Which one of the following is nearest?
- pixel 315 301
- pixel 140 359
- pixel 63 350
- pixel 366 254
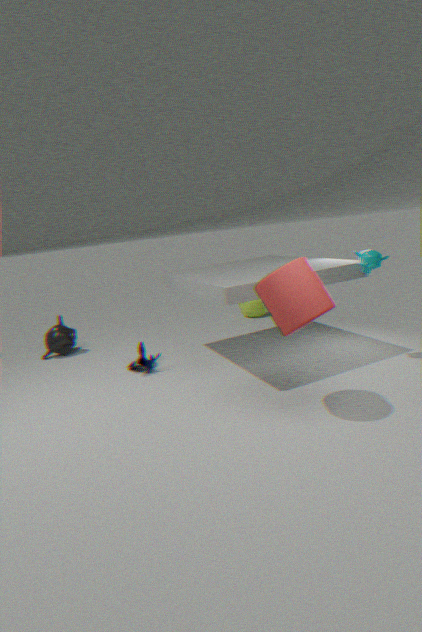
pixel 315 301
